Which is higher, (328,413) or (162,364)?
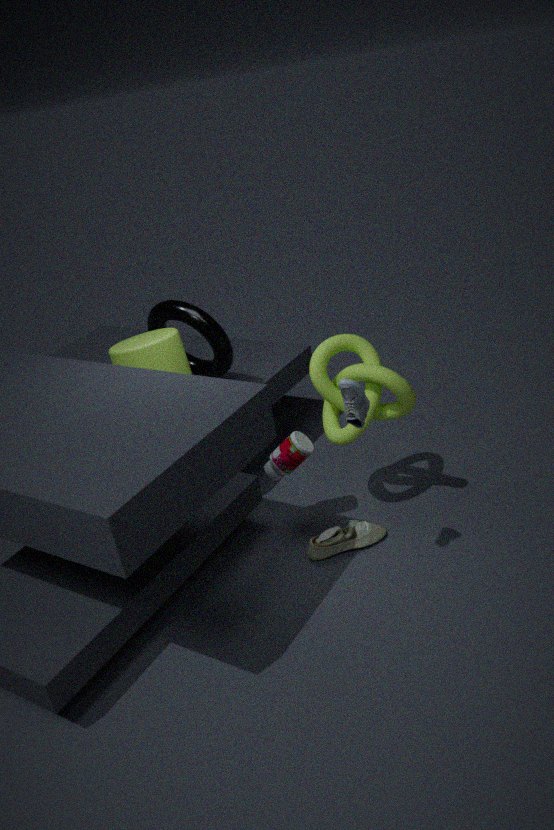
(162,364)
